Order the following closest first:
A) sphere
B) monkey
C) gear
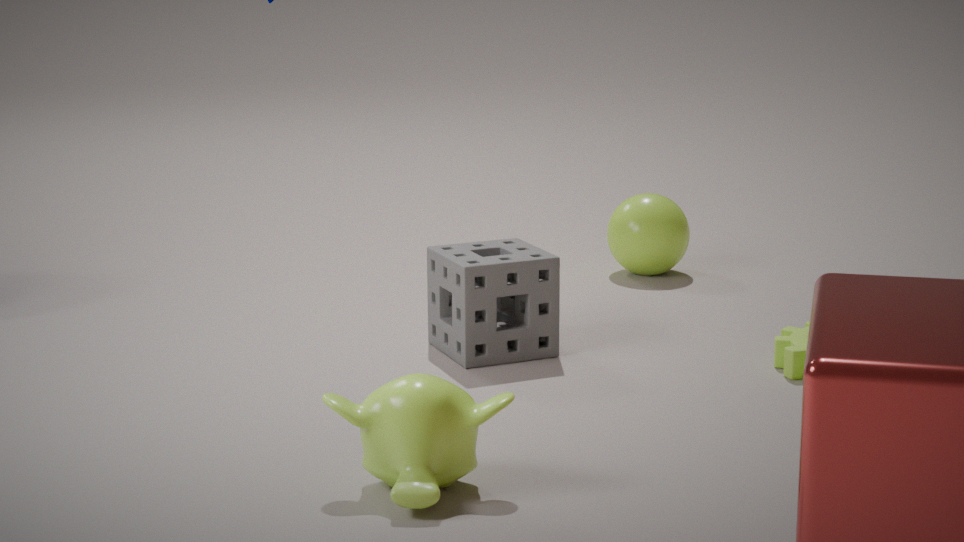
1. monkey
2. gear
3. sphere
